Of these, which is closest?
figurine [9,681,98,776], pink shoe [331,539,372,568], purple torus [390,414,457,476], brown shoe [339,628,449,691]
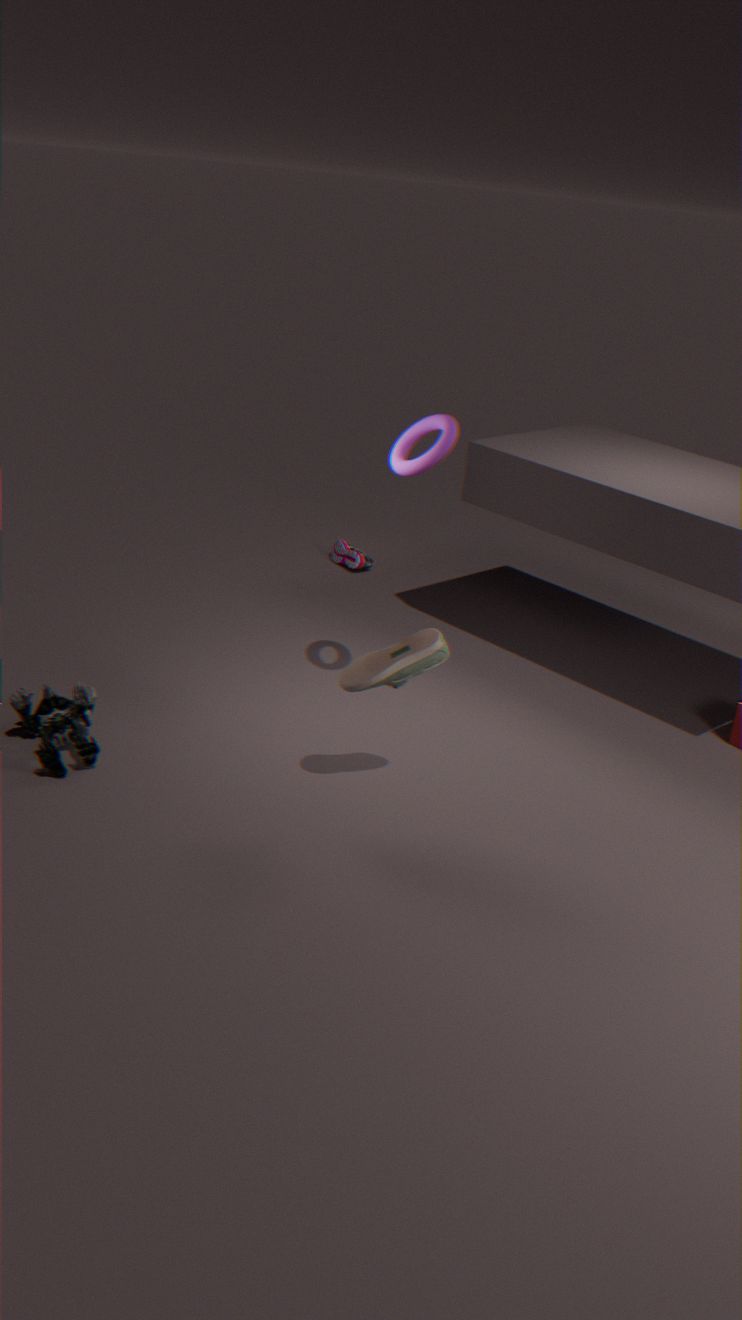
brown shoe [339,628,449,691]
